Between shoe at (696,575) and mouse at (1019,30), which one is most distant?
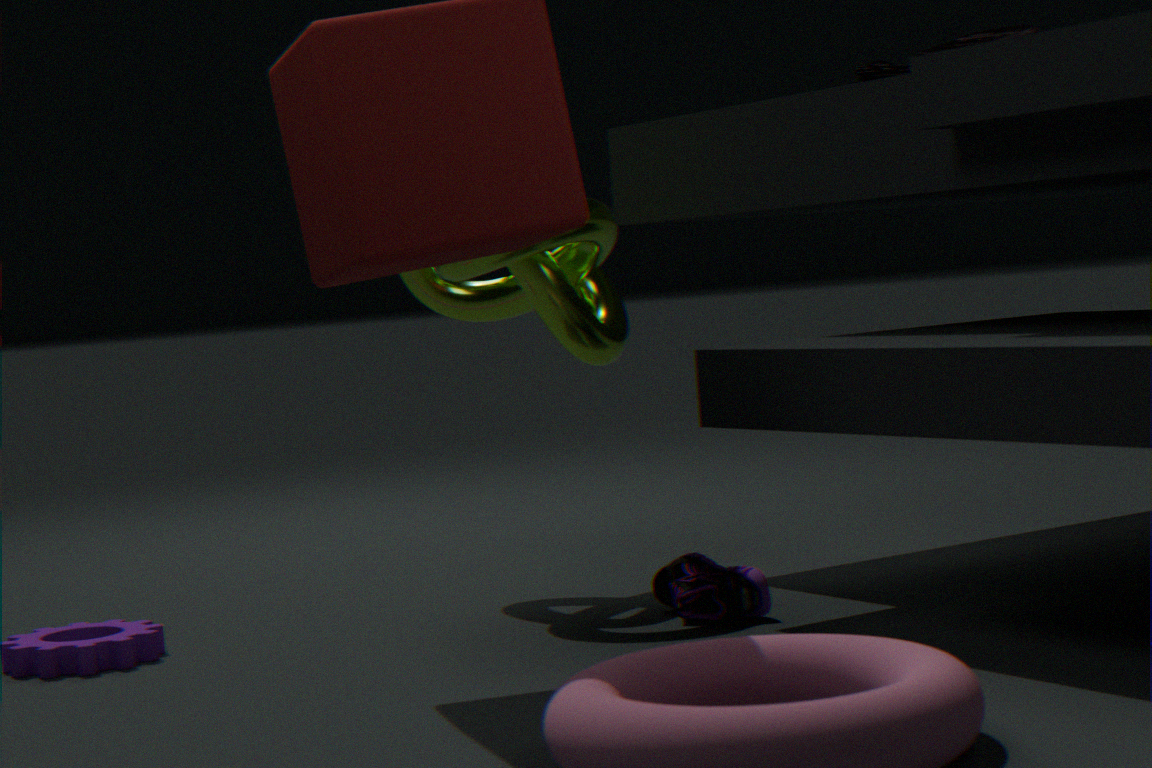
mouse at (1019,30)
